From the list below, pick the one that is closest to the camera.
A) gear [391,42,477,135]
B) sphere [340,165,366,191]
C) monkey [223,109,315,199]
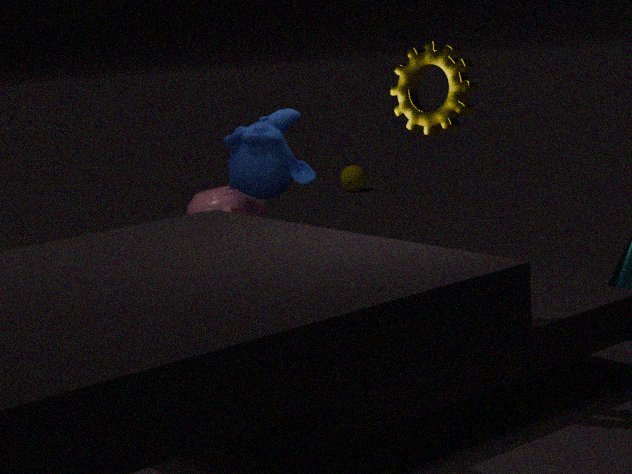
gear [391,42,477,135]
